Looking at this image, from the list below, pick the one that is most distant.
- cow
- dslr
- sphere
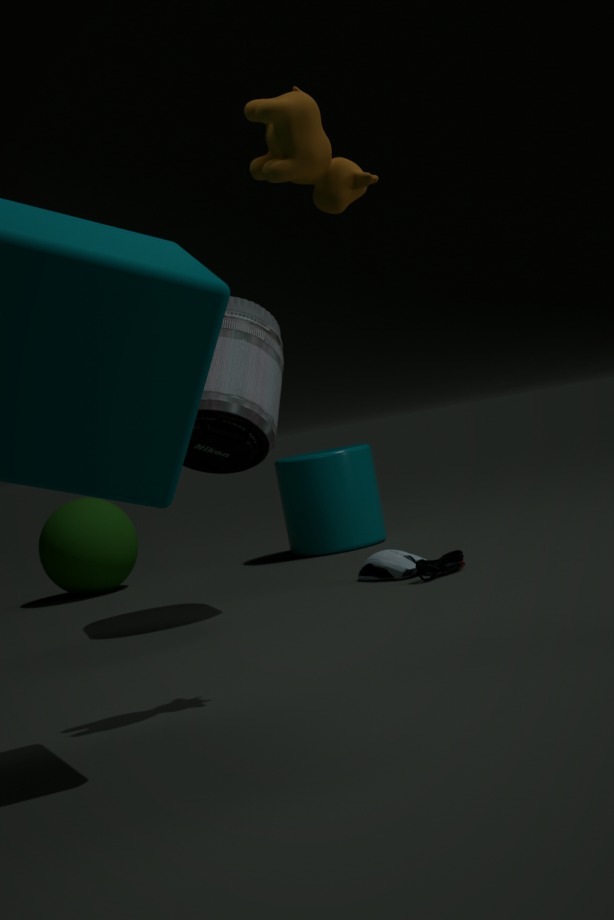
sphere
